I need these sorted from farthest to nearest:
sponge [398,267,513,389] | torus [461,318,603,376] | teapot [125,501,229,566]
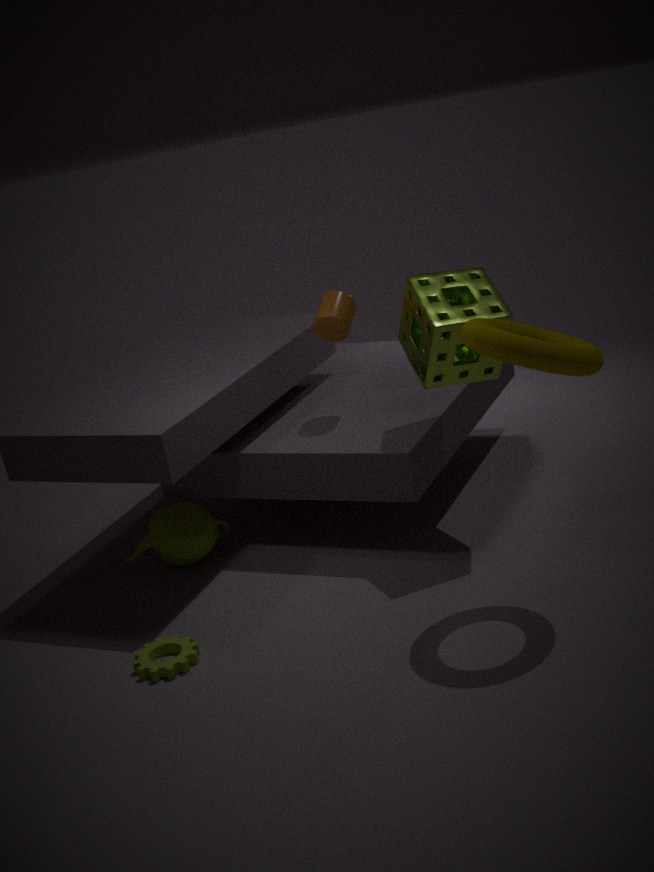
1. teapot [125,501,229,566]
2. sponge [398,267,513,389]
3. torus [461,318,603,376]
